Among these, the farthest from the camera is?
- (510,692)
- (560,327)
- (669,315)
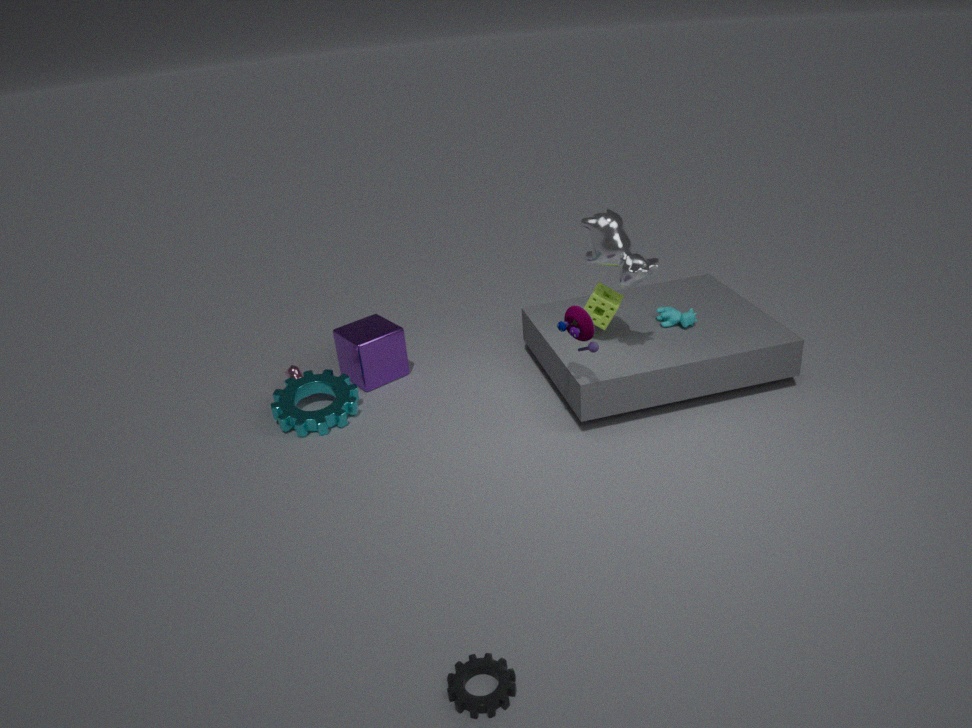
(669,315)
